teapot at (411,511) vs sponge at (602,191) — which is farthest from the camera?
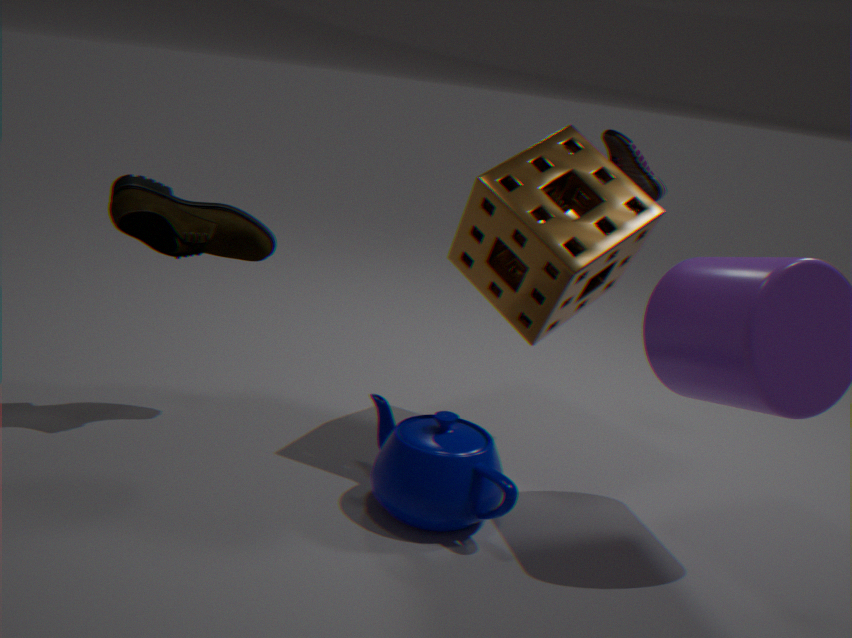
sponge at (602,191)
